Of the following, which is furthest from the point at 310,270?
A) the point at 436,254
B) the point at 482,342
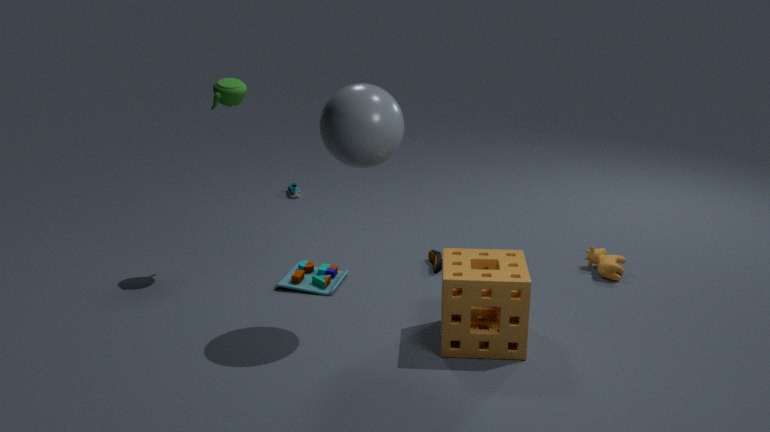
the point at 482,342
